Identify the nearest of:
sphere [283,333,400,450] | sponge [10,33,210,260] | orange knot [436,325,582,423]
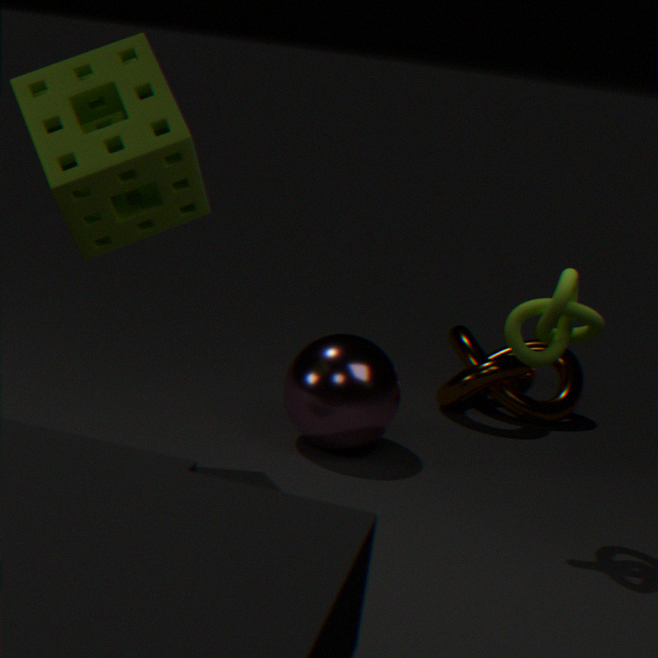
sponge [10,33,210,260]
